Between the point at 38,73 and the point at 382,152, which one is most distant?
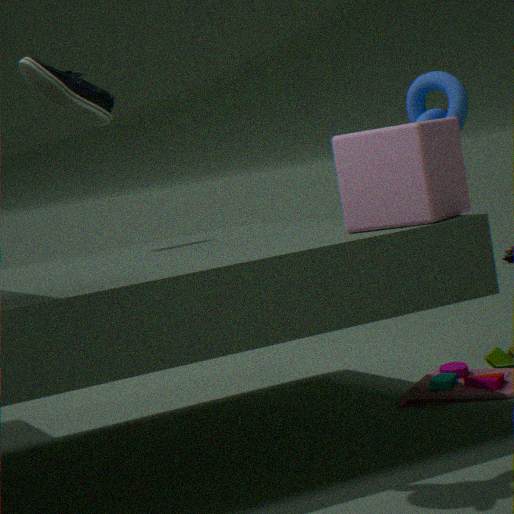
the point at 38,73
